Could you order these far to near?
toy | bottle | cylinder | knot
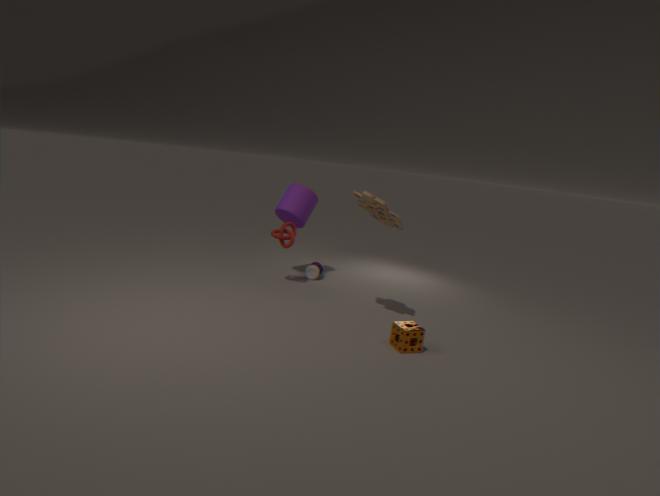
1. bottle
2. cylinder
3. knot
4. toy
